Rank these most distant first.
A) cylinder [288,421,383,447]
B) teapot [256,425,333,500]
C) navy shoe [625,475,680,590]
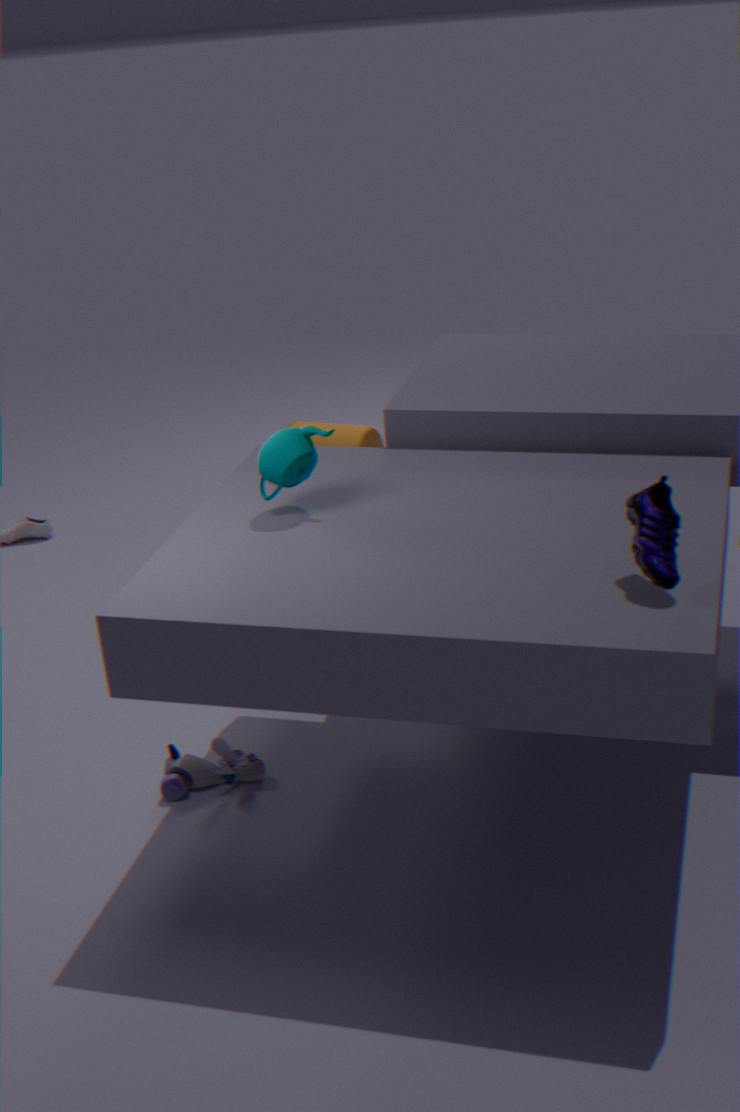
cylinder [288,421,383,447] → teapot [256,425,333,500] → navy shoe [625,475,680,590]
